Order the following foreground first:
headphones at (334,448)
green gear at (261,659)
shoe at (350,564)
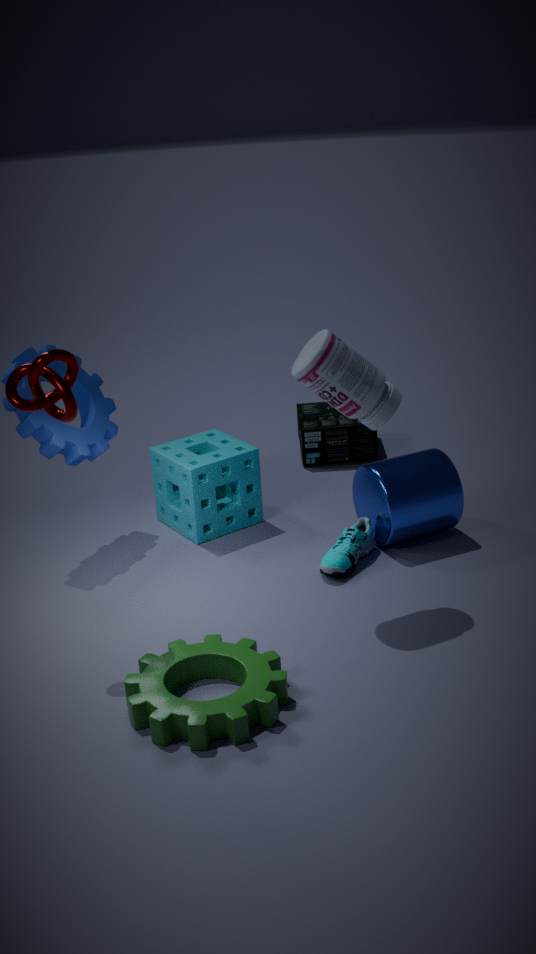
green gear at (261,659)
shoe at (350,564)
headphones at (334,448)
